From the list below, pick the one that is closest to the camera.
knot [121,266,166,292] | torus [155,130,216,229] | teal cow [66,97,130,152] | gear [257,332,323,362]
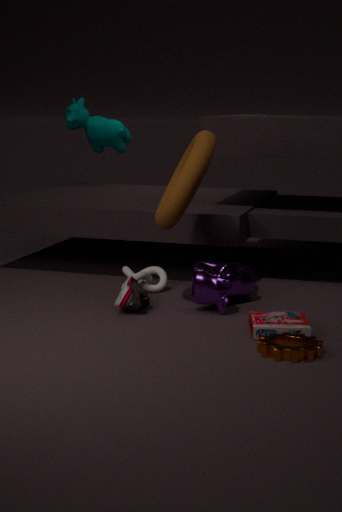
gear [257,332,323,362]
